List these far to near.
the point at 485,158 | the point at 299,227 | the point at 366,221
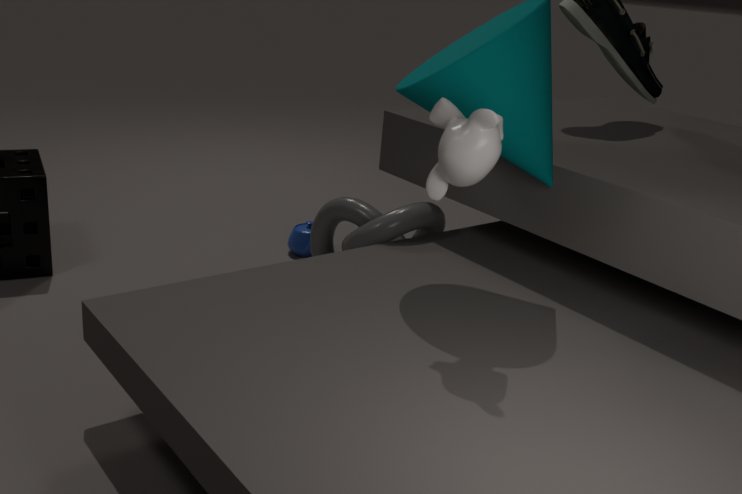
1. the point at 299,227
2. the point at 366,221
3. the point at 485,158
